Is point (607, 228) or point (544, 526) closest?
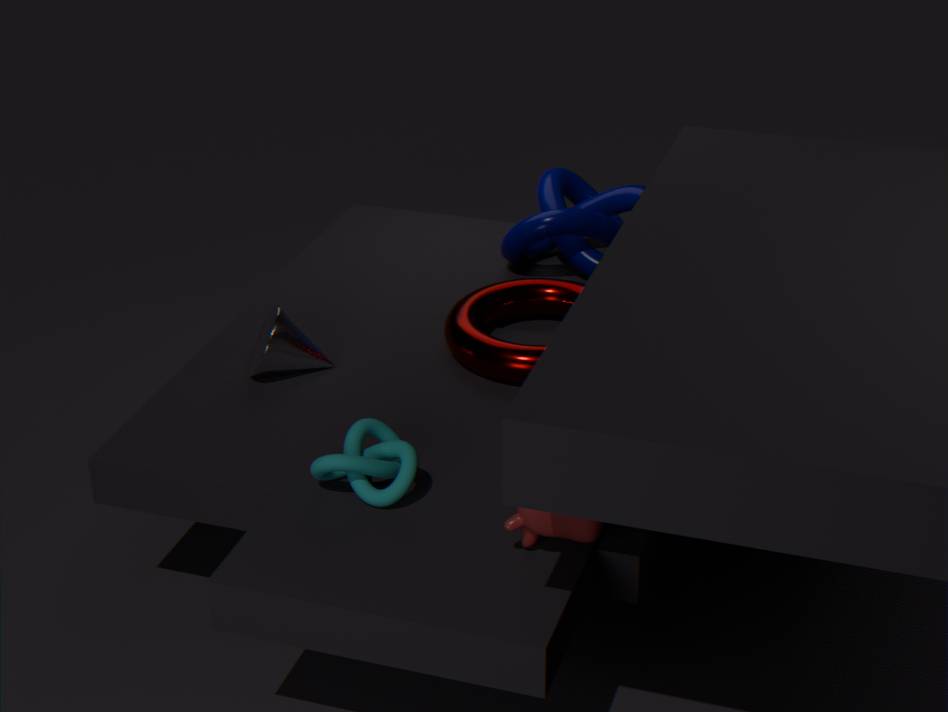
point (544, 526)
